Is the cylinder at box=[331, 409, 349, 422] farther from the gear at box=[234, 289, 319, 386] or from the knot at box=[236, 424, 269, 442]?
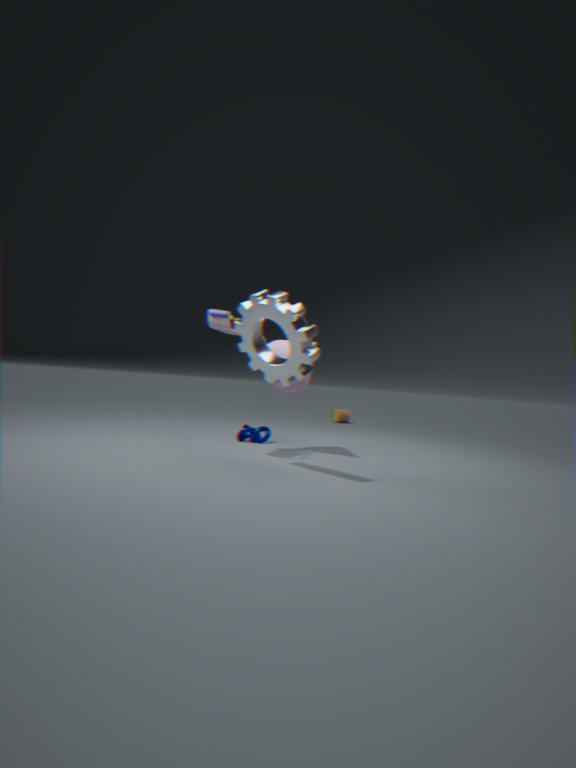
the gear at box=[234, 289, 319, 386]
